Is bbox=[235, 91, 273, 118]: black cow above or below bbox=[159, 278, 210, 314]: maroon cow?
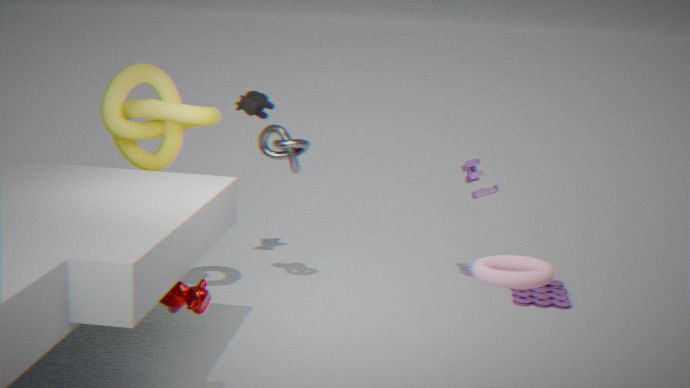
above
